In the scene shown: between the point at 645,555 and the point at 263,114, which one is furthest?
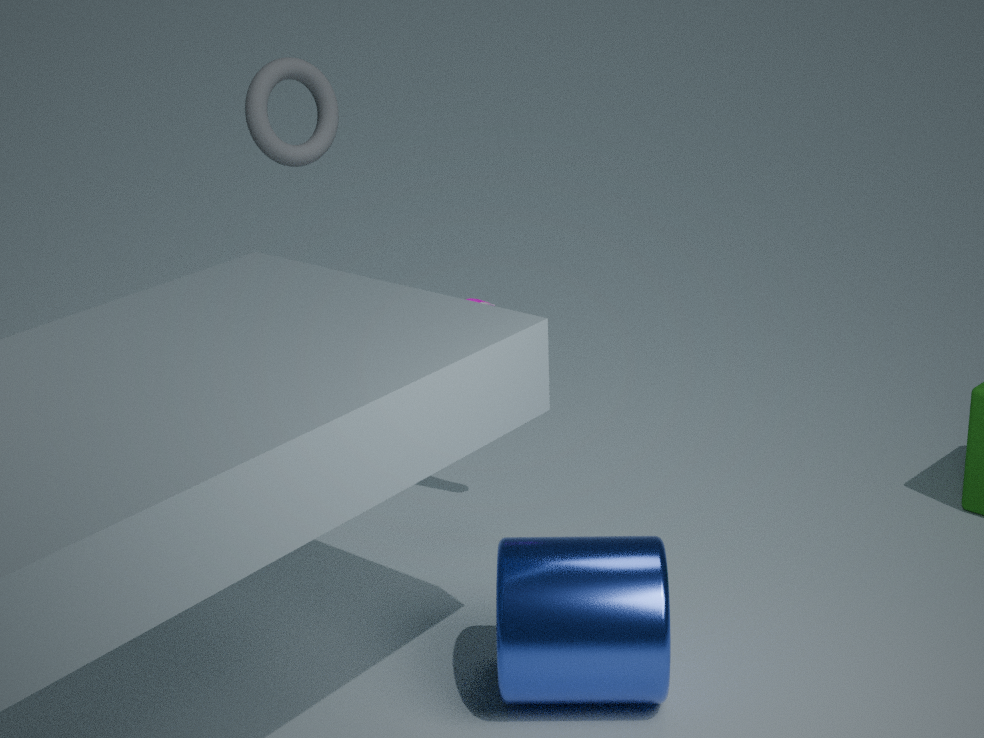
the point at 263,114
